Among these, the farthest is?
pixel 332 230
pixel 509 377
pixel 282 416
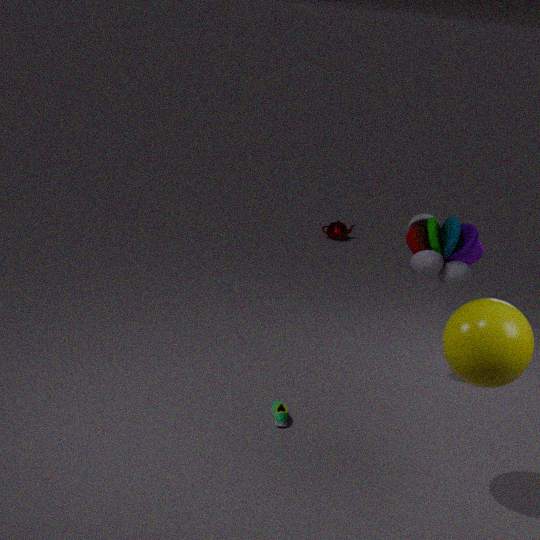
pixel 332 230
